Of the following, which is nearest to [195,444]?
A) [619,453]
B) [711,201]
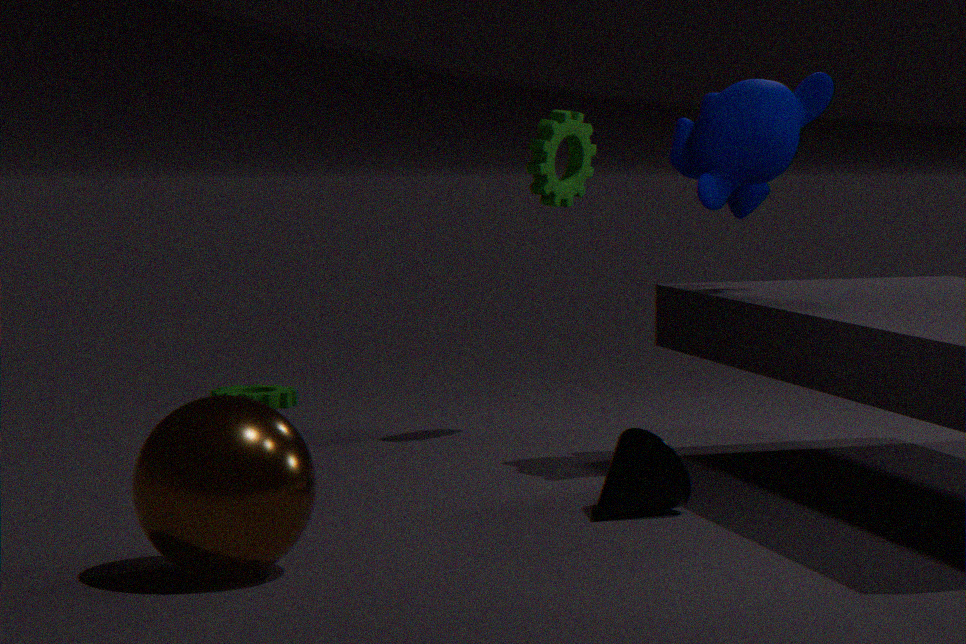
[619,453]
